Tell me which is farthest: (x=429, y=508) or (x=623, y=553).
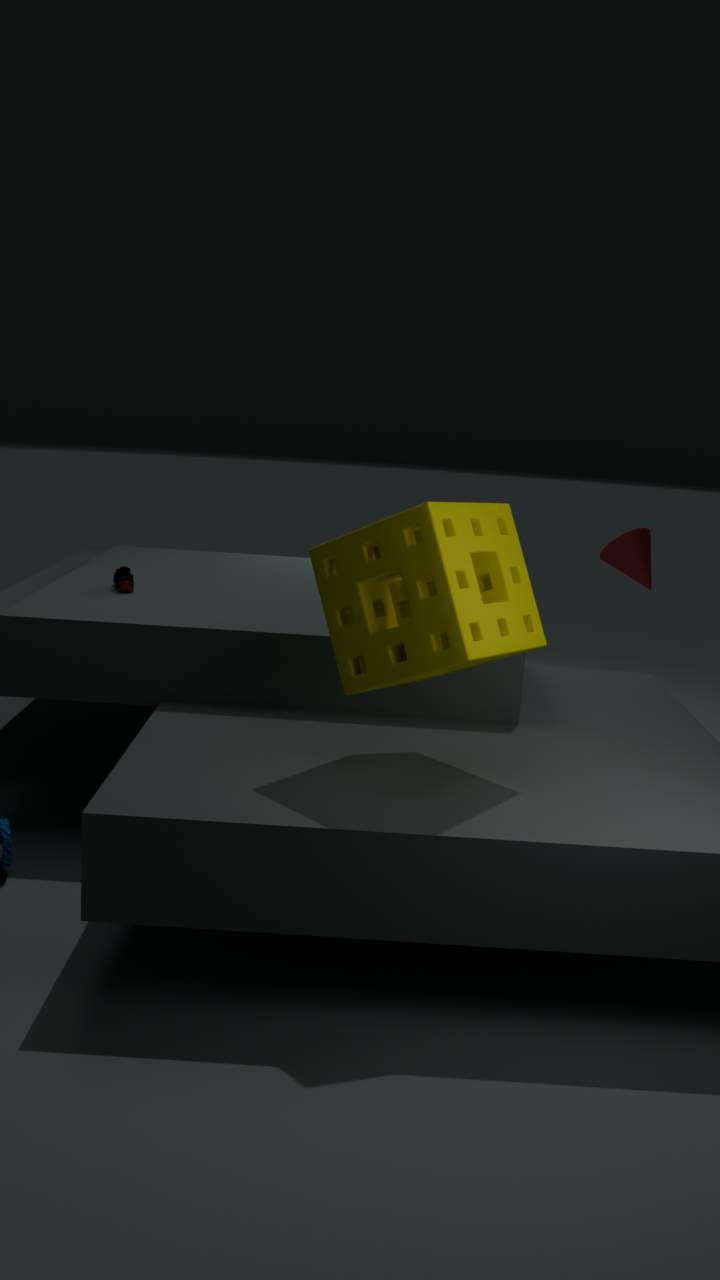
(x=623, y=553)
